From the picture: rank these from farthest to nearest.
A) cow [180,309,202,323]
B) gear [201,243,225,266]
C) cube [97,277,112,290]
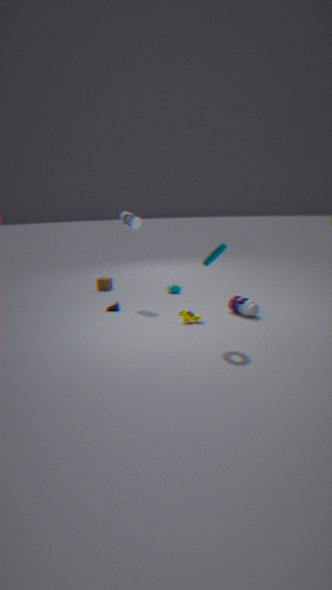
cube [97,277,112,290] < cow [180,309,202,323] < gear [201,243,225,266]
